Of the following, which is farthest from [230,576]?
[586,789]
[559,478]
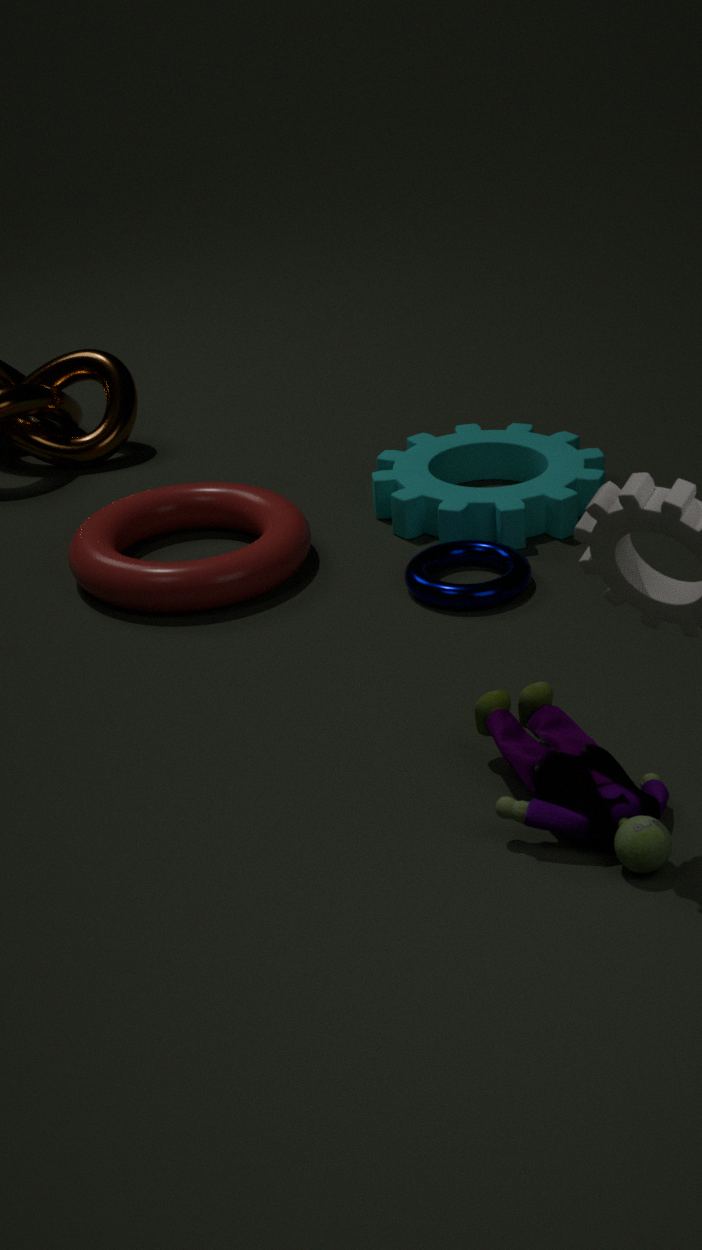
[586,789]
